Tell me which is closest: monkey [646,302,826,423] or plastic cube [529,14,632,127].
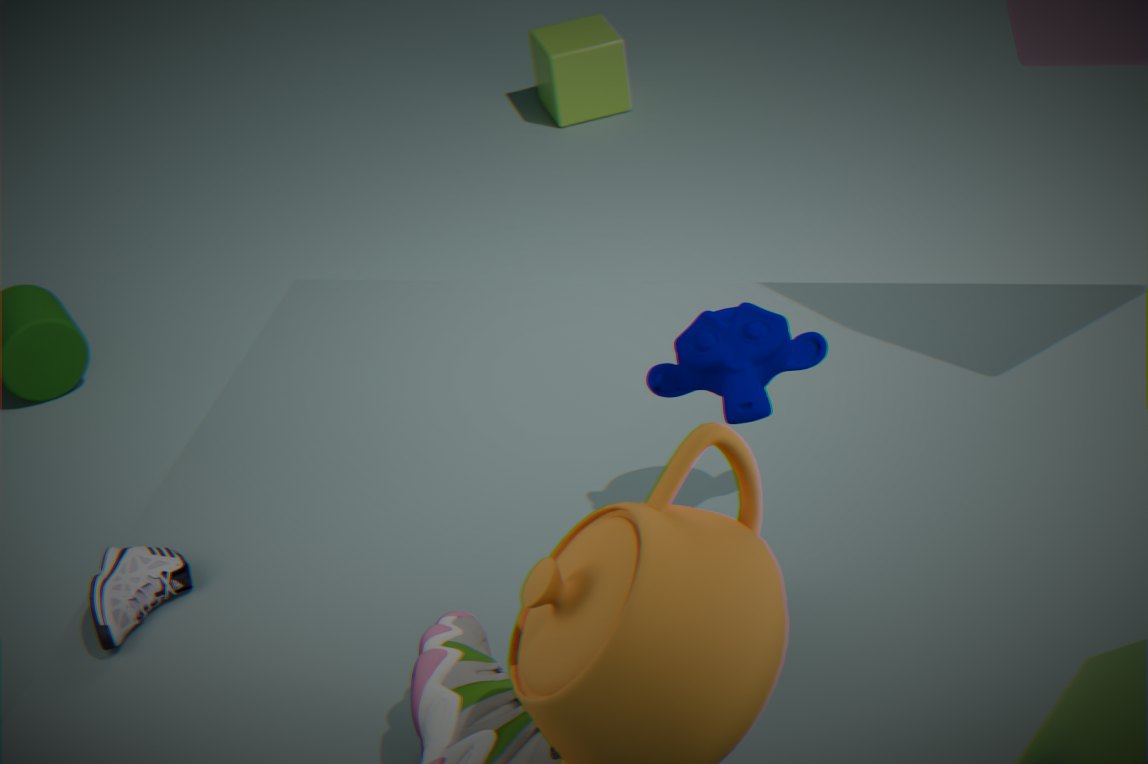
monkey [646,302,826,423]
